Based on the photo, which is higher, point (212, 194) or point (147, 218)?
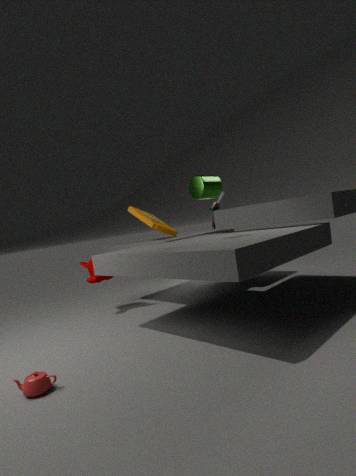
point (212, 194)
